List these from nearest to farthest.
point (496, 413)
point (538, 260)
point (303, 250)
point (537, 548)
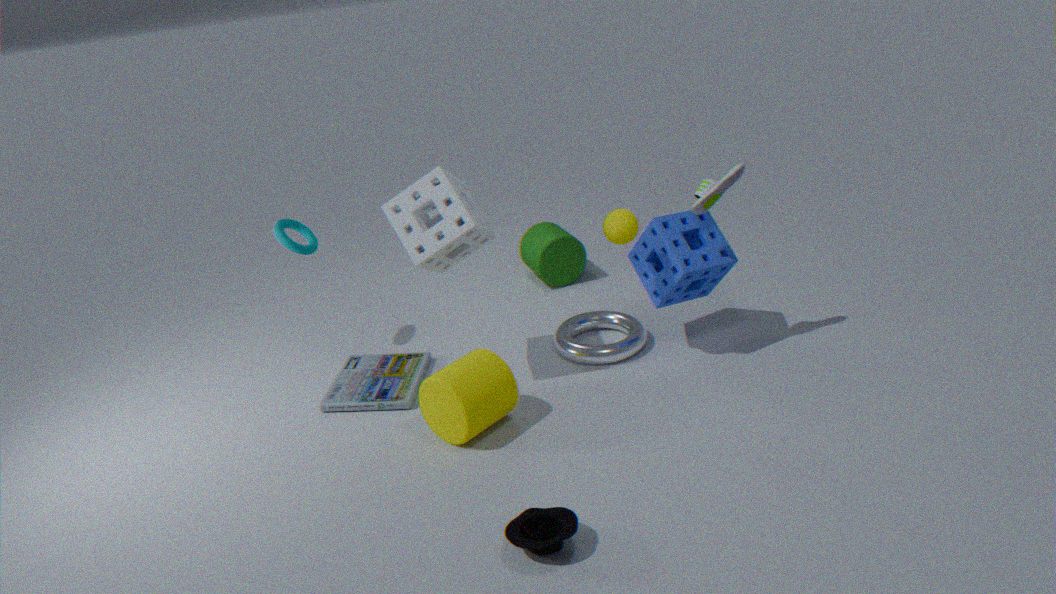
point (537, 548) → point (496, 413) → point (303, 250) → point (538, 260)
